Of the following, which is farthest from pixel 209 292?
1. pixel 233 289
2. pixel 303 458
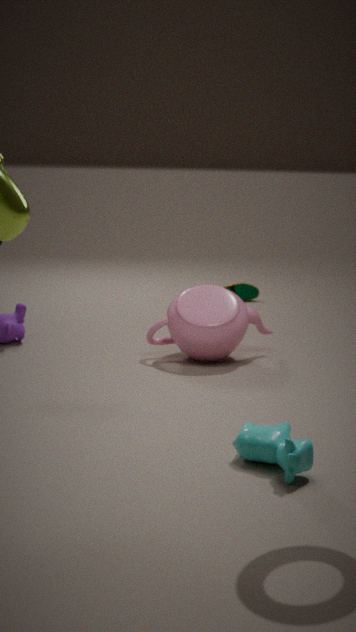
pixel 233 289
